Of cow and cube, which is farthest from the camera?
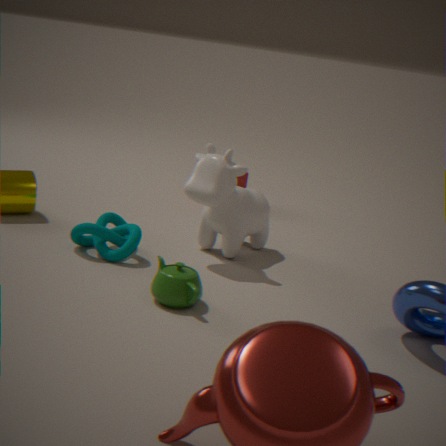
cube
